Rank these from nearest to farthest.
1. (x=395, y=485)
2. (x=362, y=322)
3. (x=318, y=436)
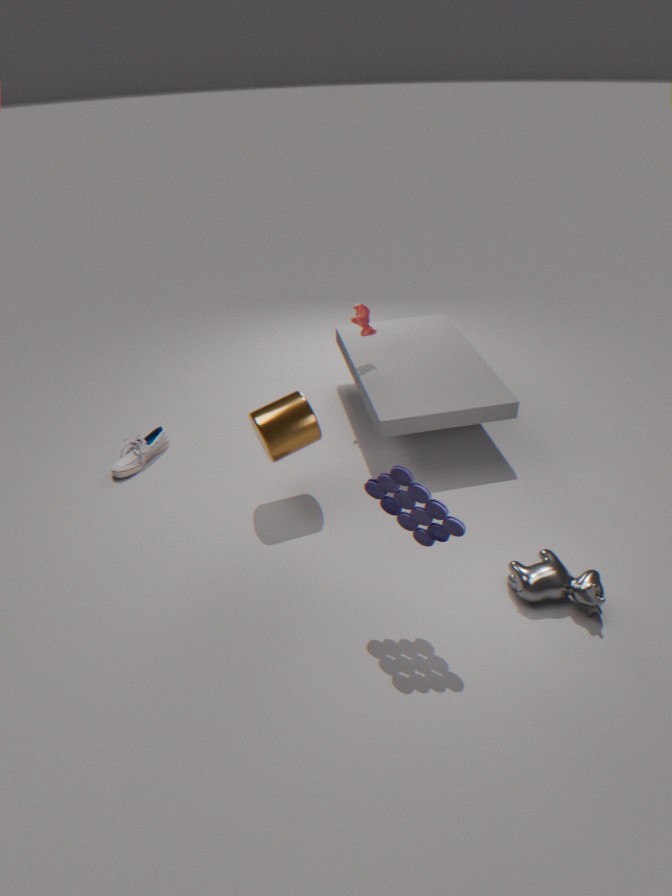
1. (x=395, y=485)
2. (x=318, y=436)
3. (x=362, y=322)
